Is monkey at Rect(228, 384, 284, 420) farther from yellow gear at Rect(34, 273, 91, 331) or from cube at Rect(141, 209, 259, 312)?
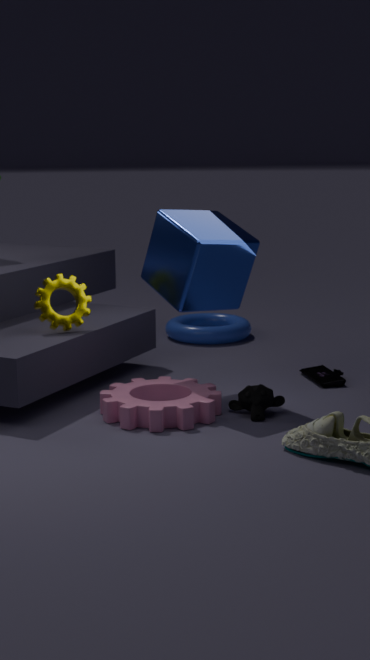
yellow gear at Rect(34, 273, 91, 331)
